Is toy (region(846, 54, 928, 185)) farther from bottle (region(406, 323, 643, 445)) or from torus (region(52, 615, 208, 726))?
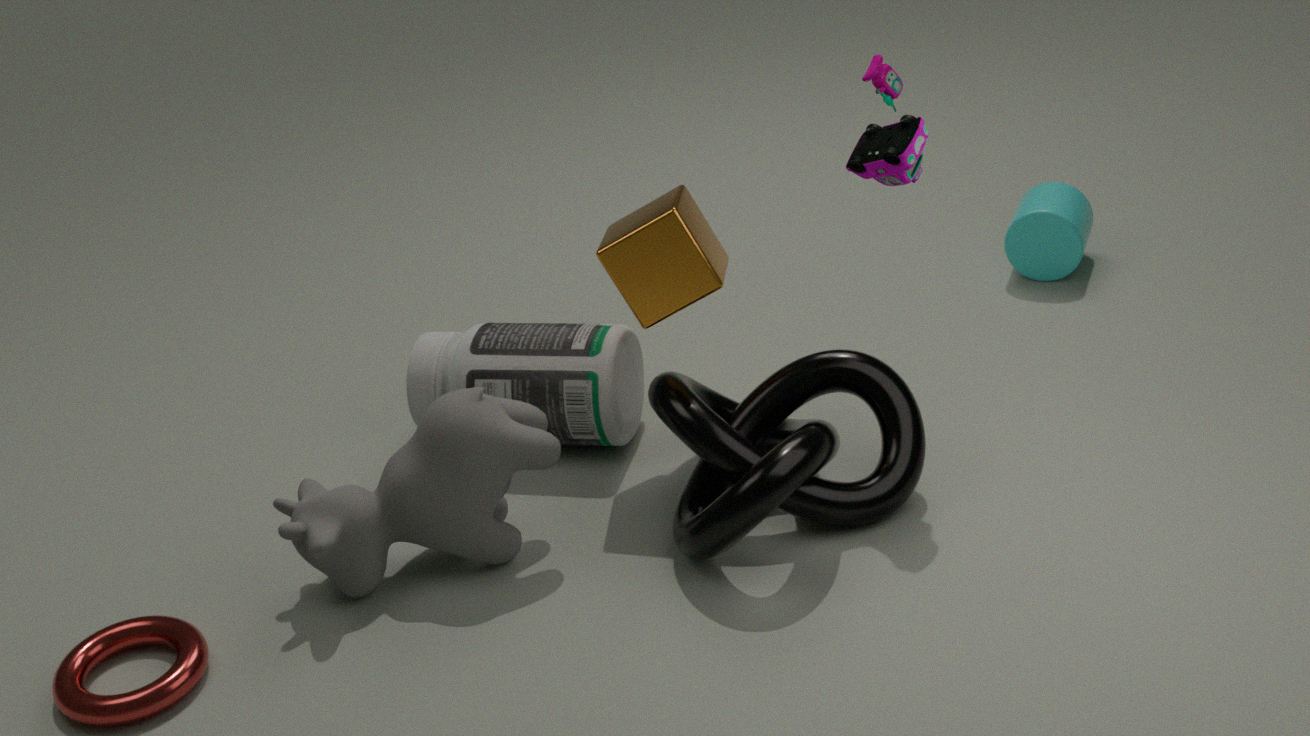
torus (region(52, 615, 208, 726))
